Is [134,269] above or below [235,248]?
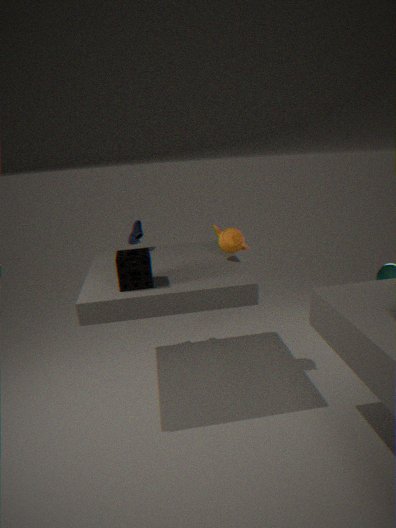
below
